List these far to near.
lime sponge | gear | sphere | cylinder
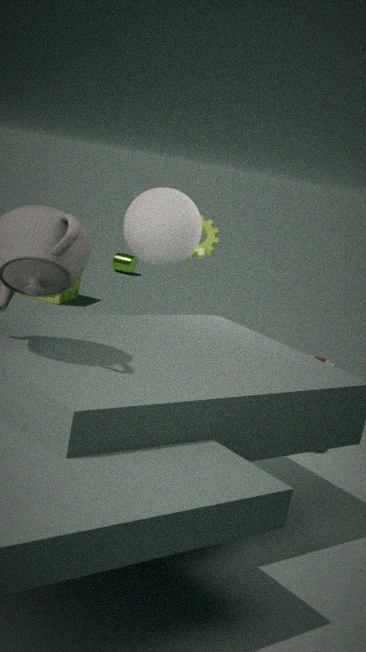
cylinder → lime sponge → gear → sphere
